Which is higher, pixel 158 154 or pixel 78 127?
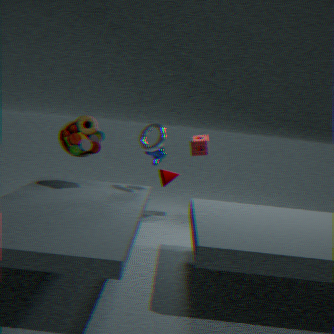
pixel 78 127
